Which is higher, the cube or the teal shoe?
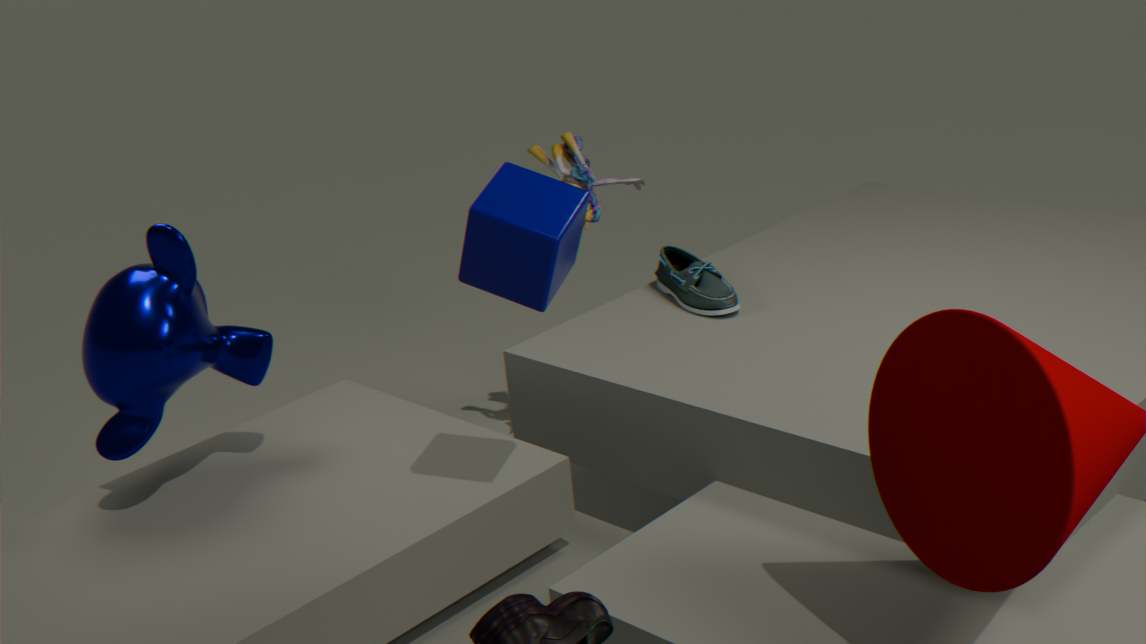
the cube
